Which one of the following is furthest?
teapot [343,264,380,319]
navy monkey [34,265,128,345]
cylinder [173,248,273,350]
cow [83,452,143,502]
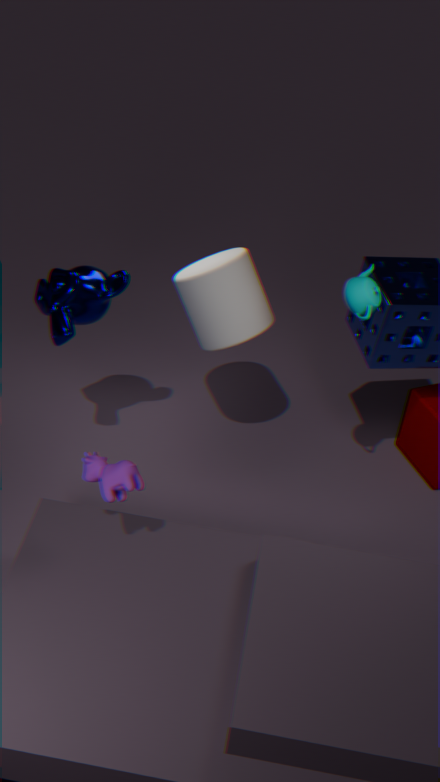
cylinder [173,248,273,350]
